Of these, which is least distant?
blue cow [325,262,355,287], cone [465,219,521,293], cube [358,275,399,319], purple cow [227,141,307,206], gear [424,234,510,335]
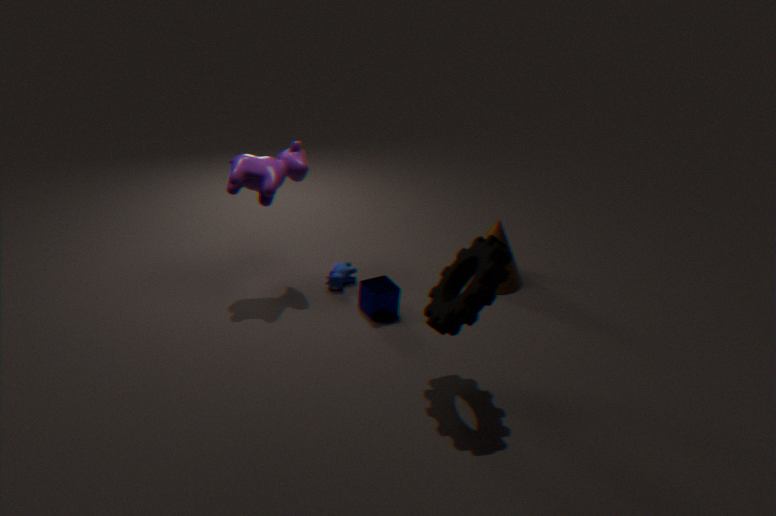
gear [424,234,510,335]
